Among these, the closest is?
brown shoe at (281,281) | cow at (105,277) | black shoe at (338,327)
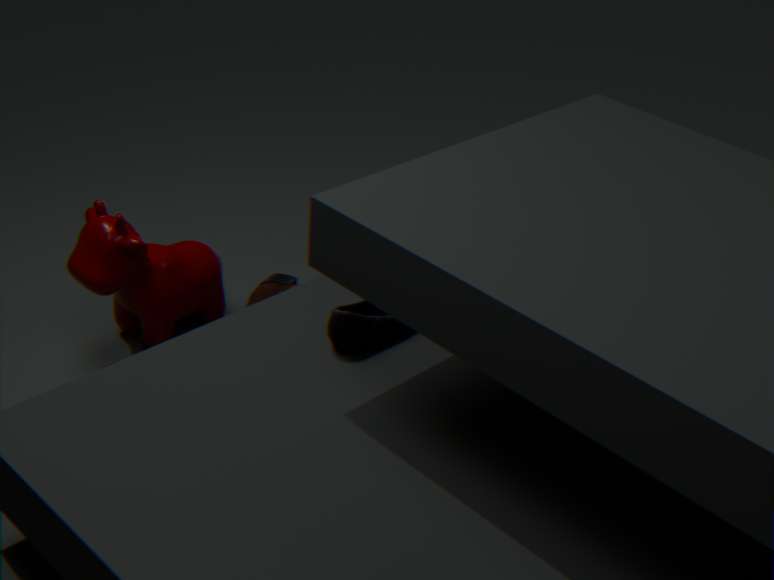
Result: black shoe at (338,327)
